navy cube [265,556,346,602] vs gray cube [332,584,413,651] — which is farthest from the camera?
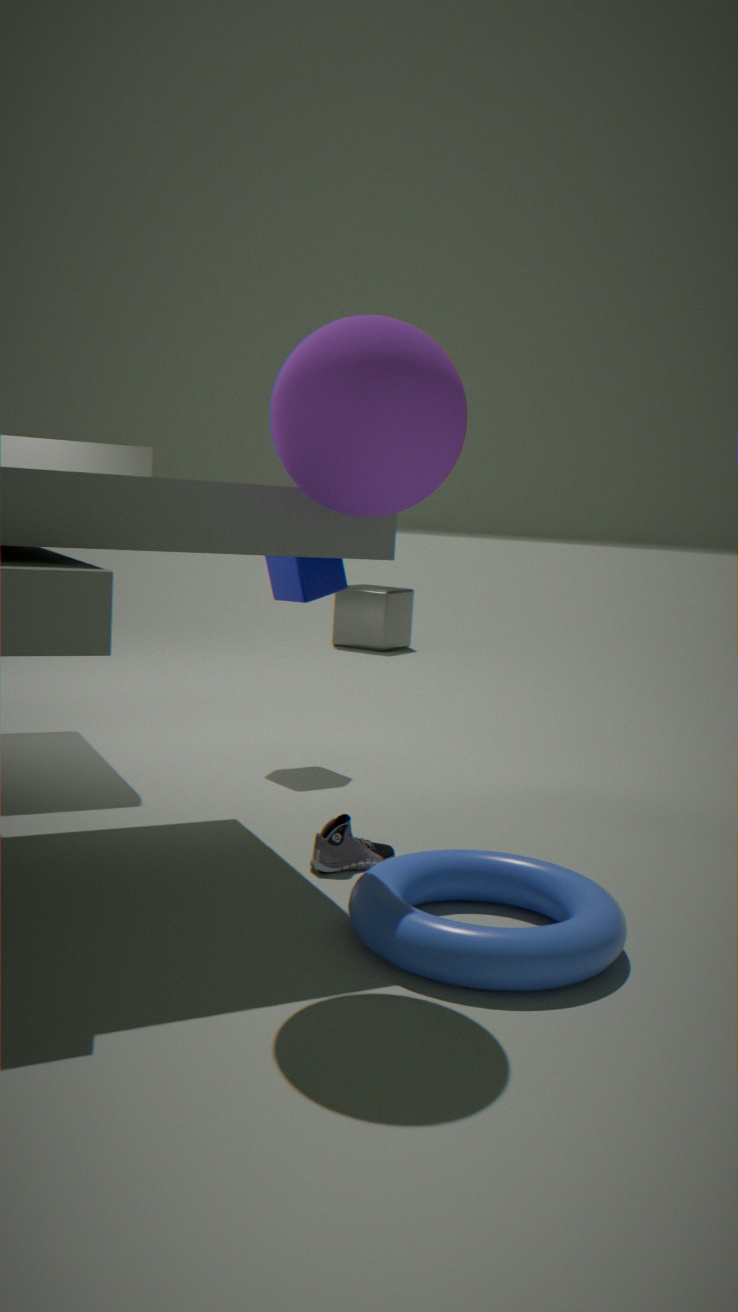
gray cube [332,584,413,651]
